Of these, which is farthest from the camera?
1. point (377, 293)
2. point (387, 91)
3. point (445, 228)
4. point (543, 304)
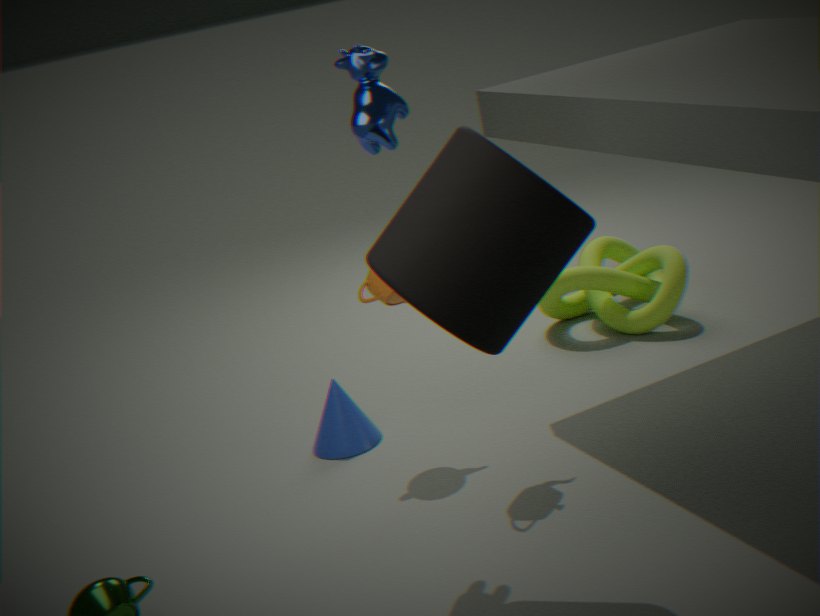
point (543, 304)
